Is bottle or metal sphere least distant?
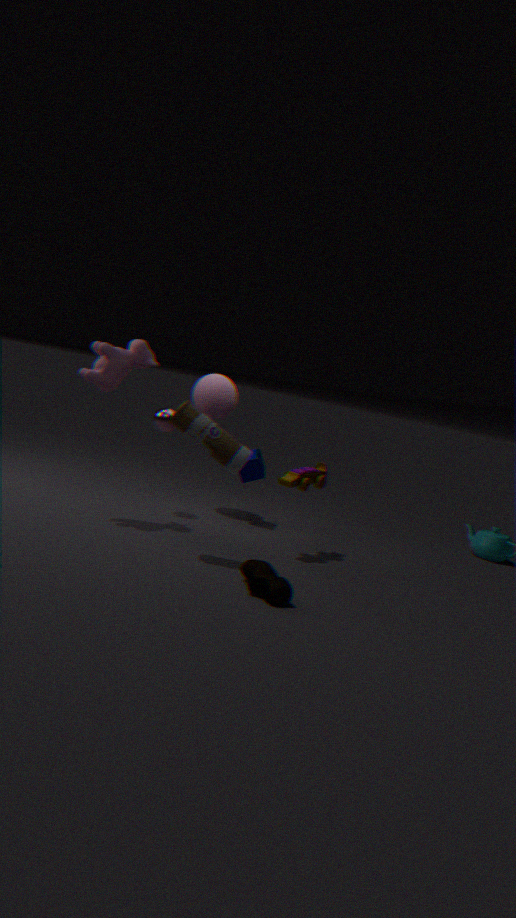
bottle
